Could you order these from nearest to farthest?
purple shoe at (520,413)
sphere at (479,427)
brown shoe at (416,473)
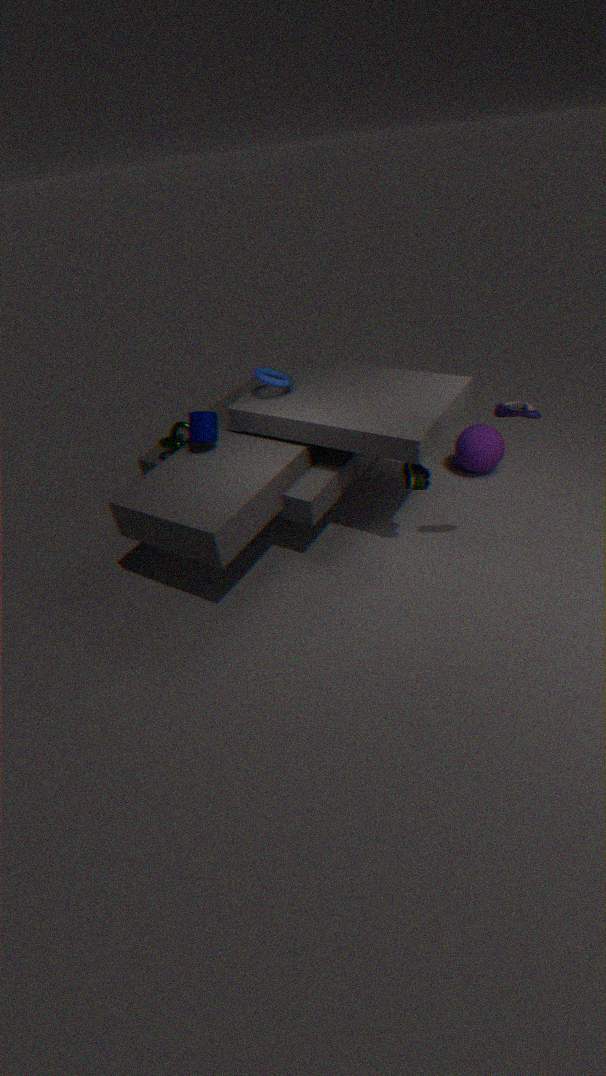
purple shoe at (520,413)
brown shoe at (416,473)
sphere at (479,427)
